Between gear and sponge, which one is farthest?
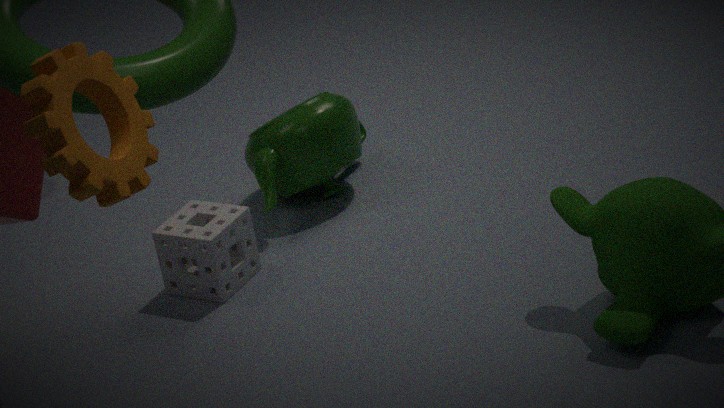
sponge
